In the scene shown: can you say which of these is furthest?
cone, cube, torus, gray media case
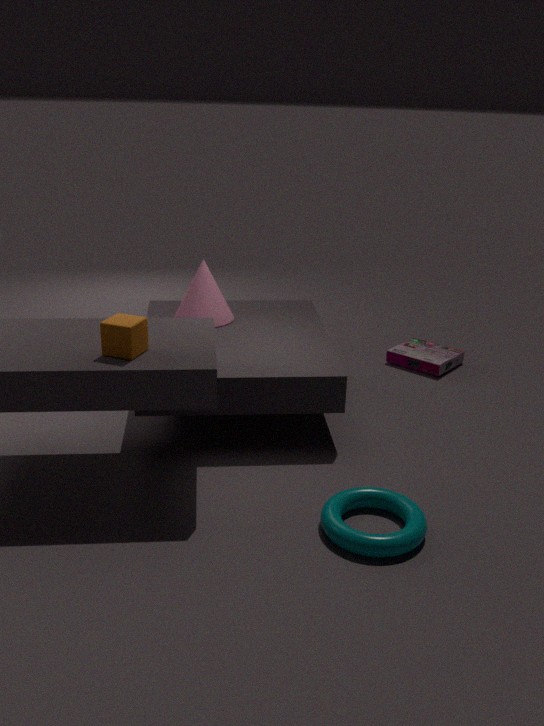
gray media case
